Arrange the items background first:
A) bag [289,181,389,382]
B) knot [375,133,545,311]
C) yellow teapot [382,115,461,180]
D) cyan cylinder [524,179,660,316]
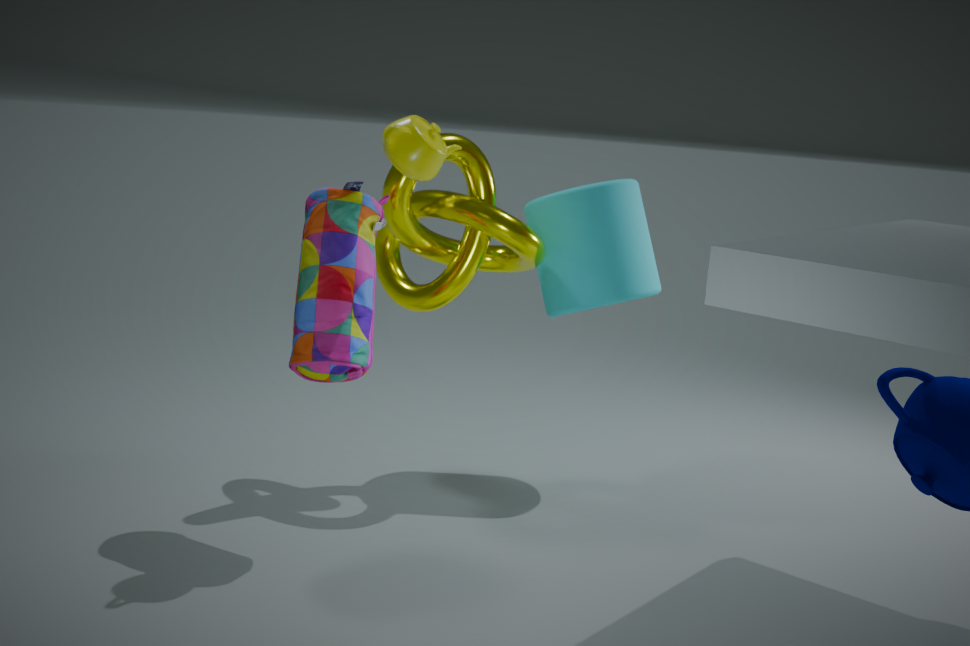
cyan cylinder [524,179,660,316] → knot [375,133,545,311] → bag [289,181,389,382] → yellow teapot [382,115,461,180]
